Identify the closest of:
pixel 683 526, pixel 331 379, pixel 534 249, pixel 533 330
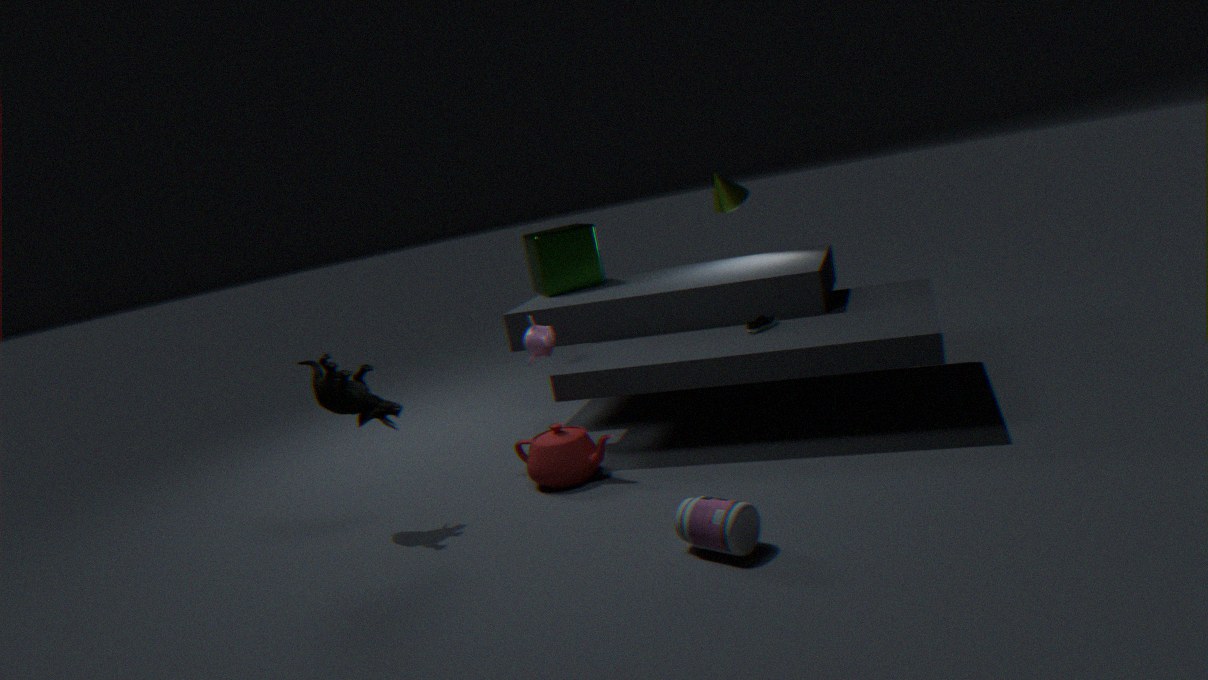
pixel 683 526
